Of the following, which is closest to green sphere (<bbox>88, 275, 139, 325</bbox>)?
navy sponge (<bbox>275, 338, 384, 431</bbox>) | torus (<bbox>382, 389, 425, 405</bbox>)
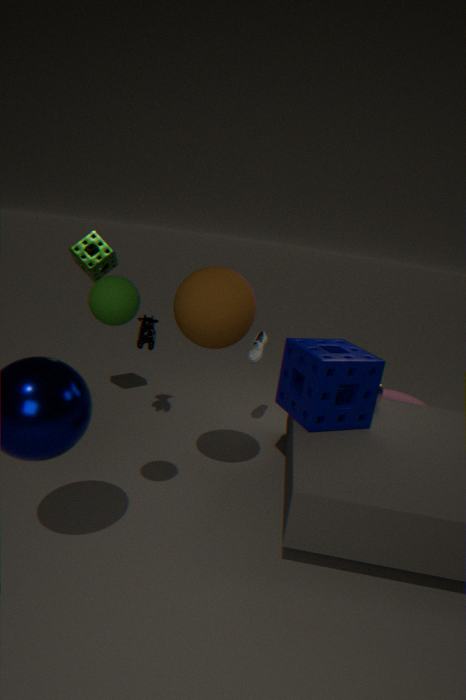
navy sponge (<bbox>275, 338, 384, 431</bbox>)
